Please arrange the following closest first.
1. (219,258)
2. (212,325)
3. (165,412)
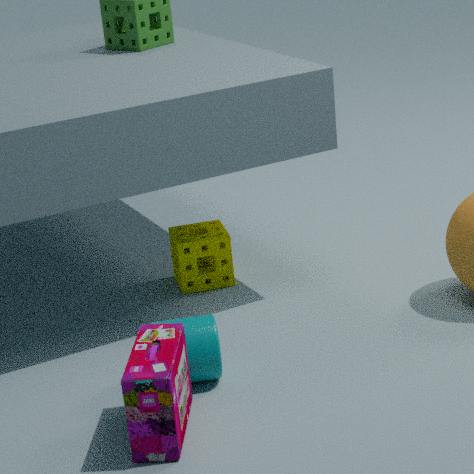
(165,412) → (212,325) → (219,258)
